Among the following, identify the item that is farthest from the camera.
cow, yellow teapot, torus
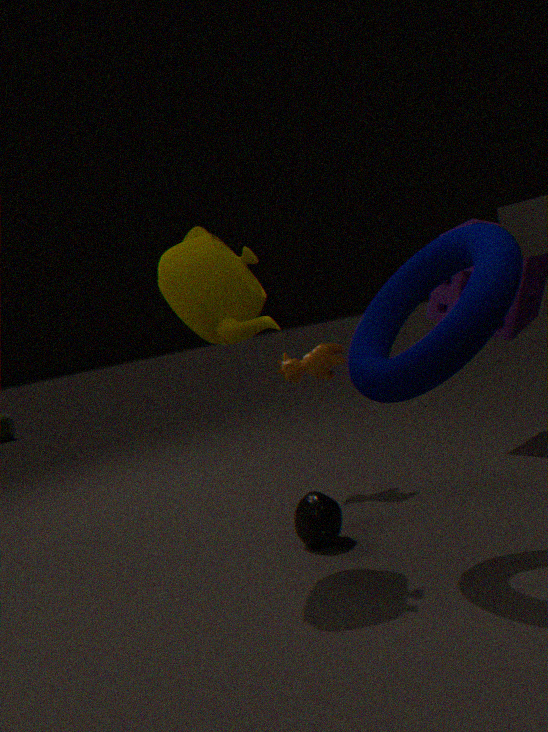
cow
